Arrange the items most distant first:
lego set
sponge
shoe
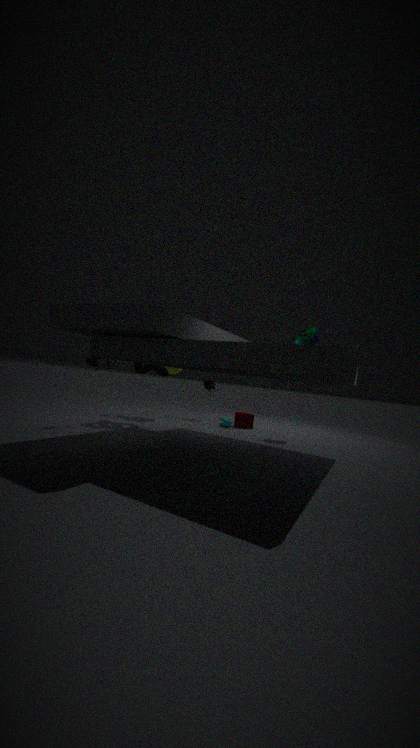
sponge → lego set → shoe
